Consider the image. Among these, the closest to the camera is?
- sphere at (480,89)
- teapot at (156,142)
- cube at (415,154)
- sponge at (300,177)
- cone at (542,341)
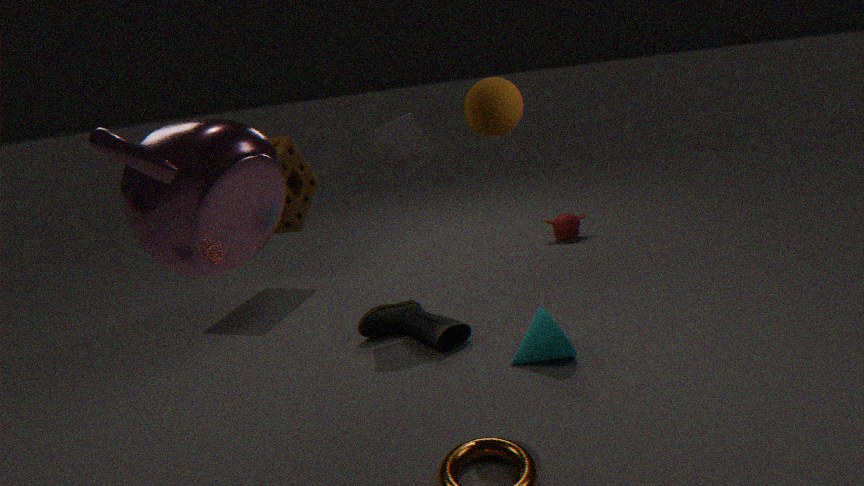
teapot at (156,142)
